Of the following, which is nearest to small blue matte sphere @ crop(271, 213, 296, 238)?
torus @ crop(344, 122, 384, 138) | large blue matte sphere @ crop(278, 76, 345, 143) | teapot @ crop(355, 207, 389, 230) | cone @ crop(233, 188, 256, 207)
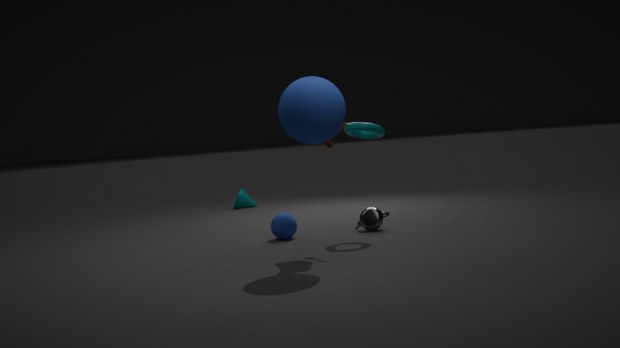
teapot @ crop(355, 207, 389, 230)
